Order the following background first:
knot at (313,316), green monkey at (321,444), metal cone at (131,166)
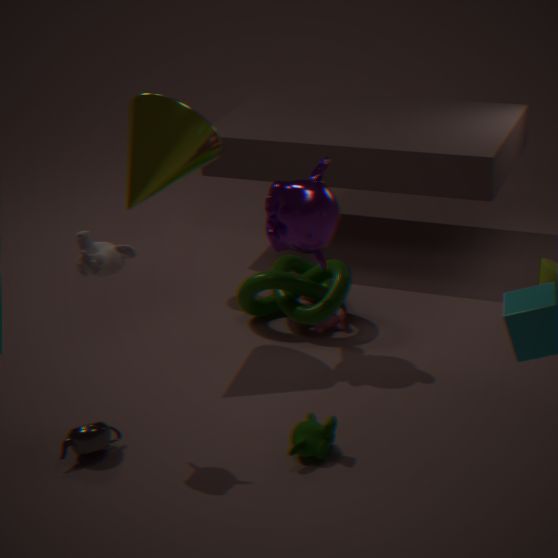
knot at (313,316) → metal cone at (131,166) → green monkey at (321,444)
